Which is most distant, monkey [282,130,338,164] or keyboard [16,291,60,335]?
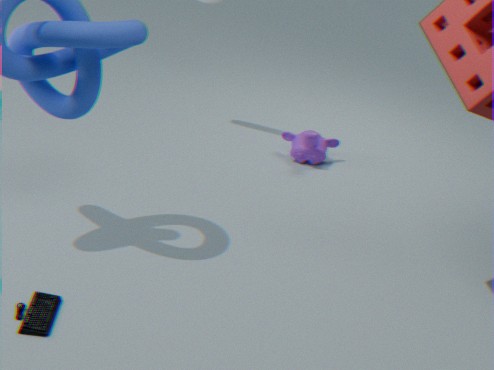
monkey [282,130,338,164]
